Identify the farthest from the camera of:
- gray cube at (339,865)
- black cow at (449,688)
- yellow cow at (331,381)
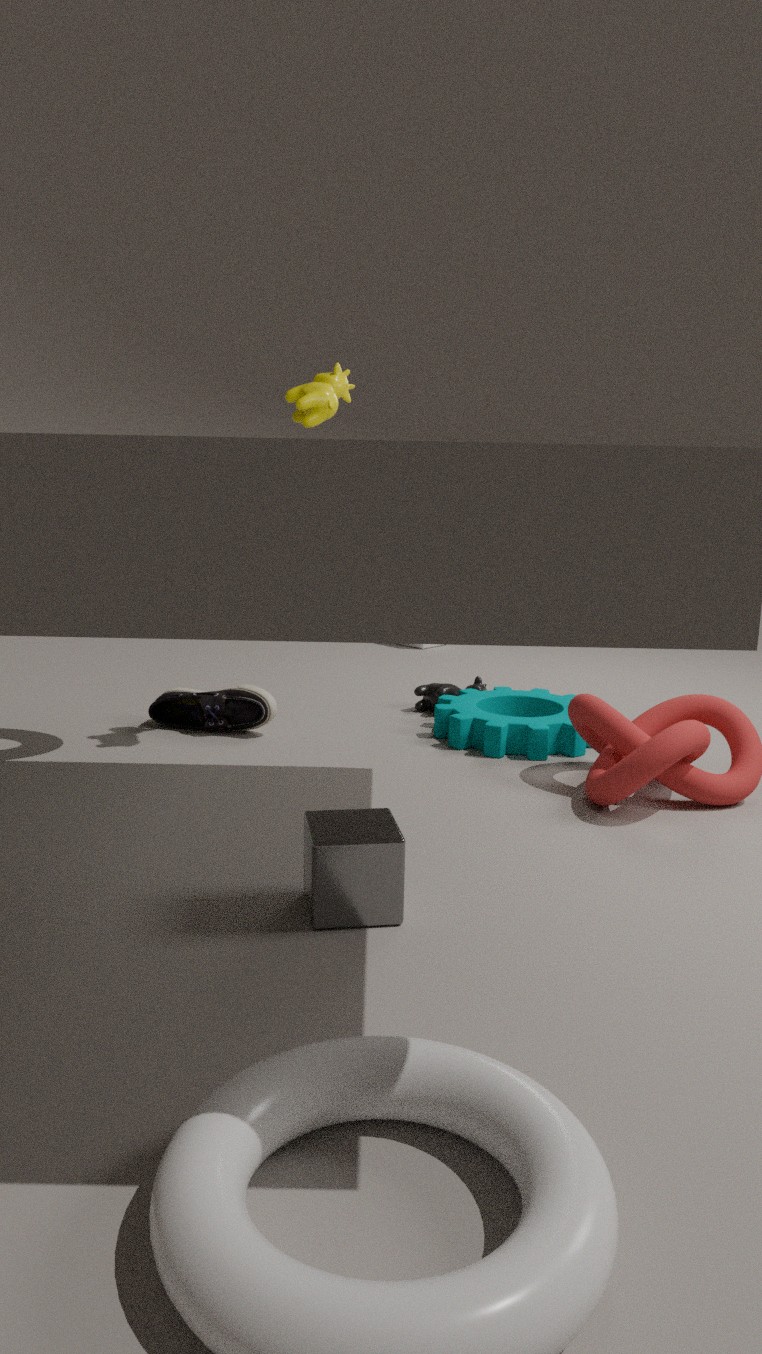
black cow at (449,688)
